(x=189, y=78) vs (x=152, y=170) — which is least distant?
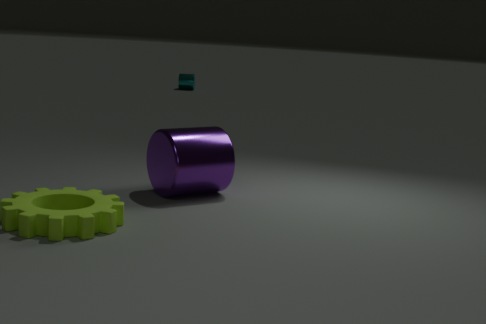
(x=152, y=170)
